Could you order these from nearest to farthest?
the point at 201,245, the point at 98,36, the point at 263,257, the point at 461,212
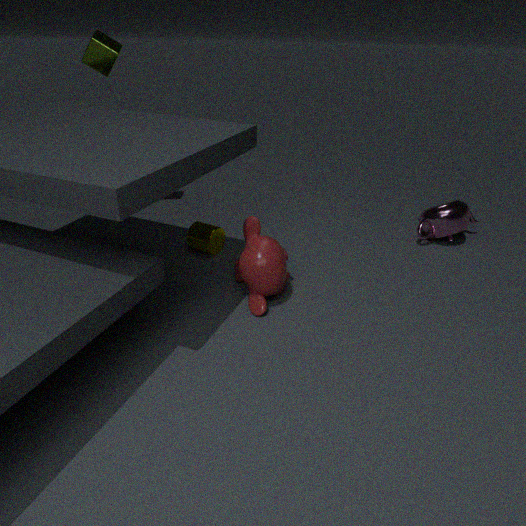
the point at 263,257
the point at 201,245
the point at 98,36
the point at 461,212
